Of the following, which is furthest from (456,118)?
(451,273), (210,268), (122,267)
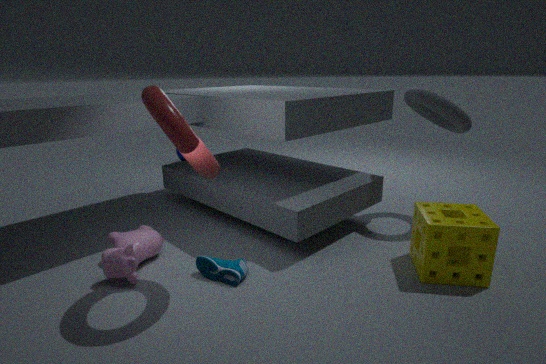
(122,267)
